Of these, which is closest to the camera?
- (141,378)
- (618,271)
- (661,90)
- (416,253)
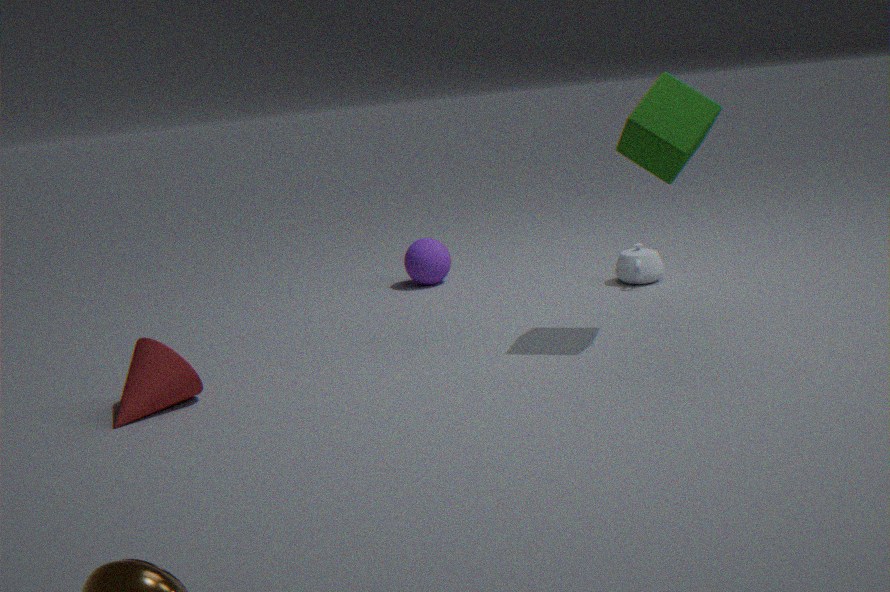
(141,378)
